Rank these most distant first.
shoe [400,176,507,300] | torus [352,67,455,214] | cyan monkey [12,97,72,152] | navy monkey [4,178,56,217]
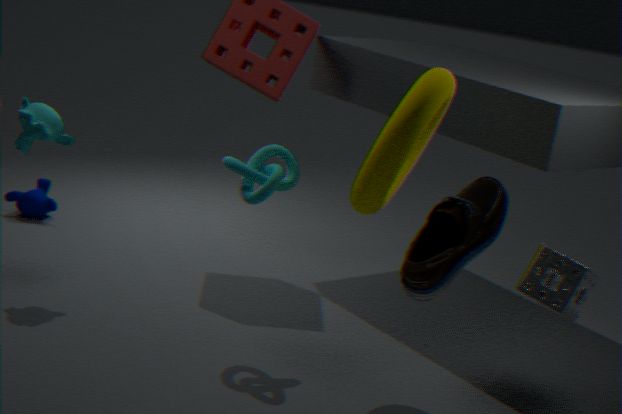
navy monkey [4,178,56,217] < cyan monkey [12,97,72,152] < torus [352,67,455,214] < shoe [400,176,507,300]
